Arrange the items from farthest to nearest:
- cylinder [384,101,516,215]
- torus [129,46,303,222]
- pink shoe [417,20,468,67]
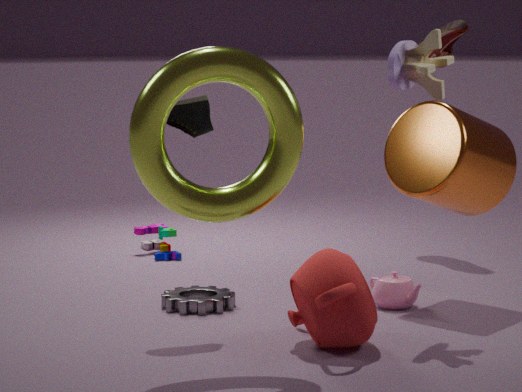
pink shoe [417,20,468,67]
cylinder [384,101,516,215]
torus [129,46,303,222]
